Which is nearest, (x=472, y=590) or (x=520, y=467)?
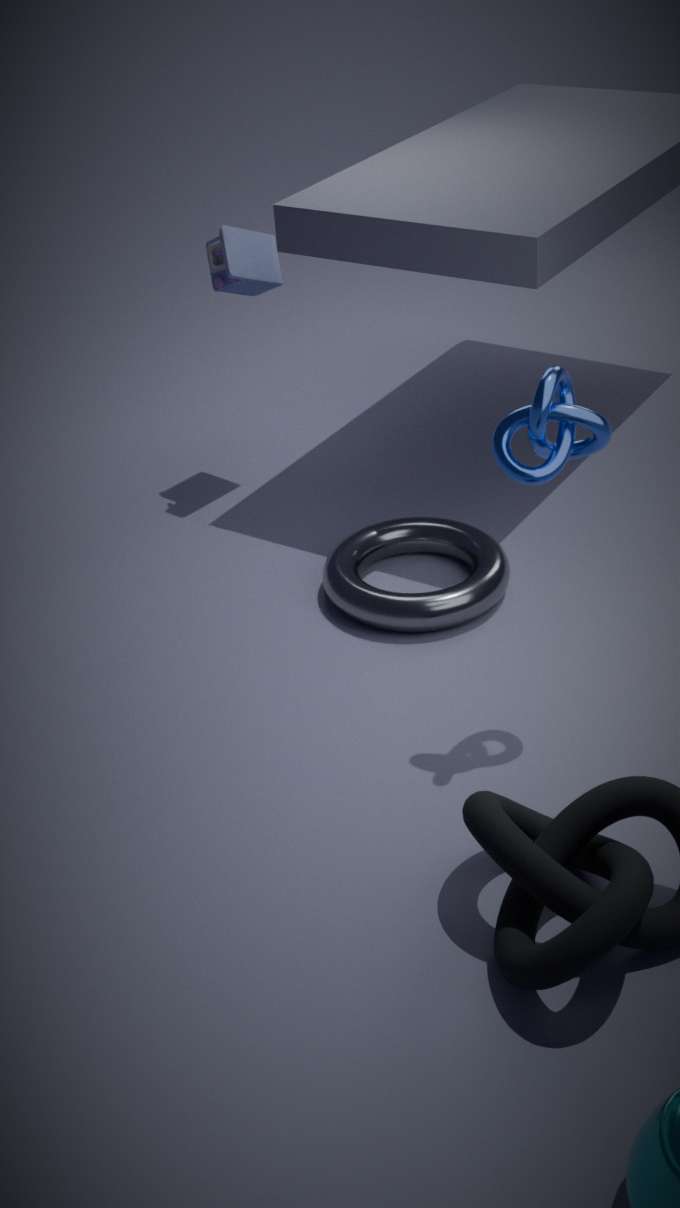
(x=520, y=467)
